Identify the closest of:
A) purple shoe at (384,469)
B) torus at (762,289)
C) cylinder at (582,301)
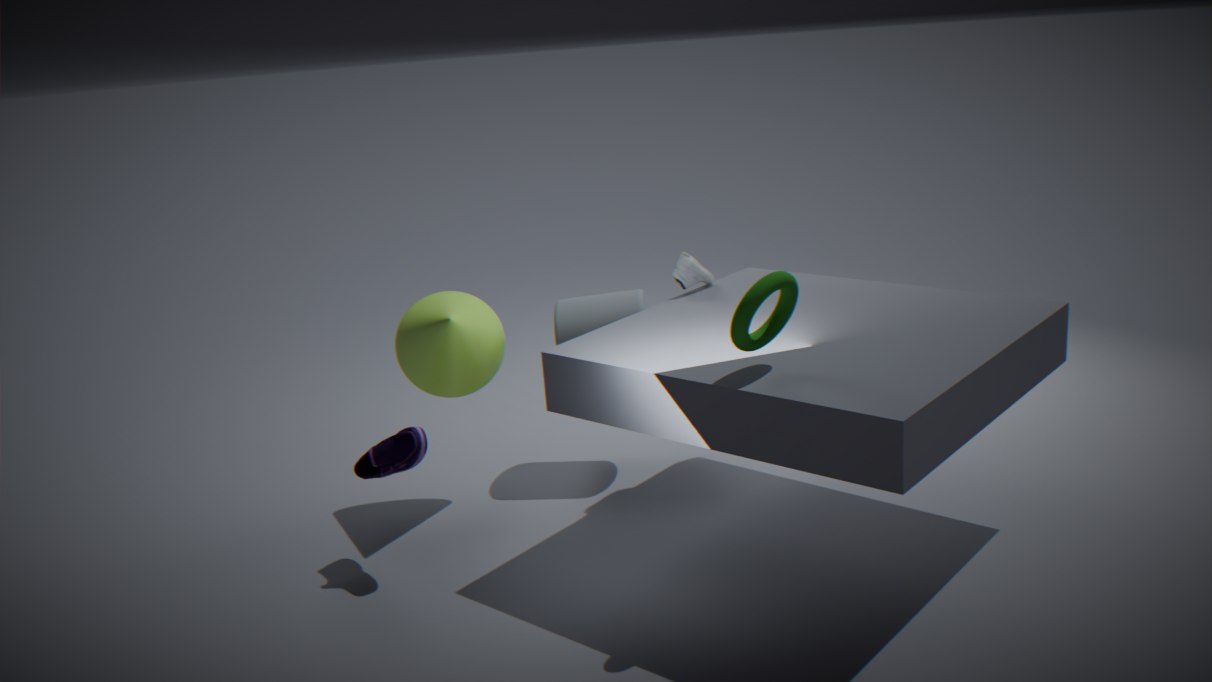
torus at (762,289)
